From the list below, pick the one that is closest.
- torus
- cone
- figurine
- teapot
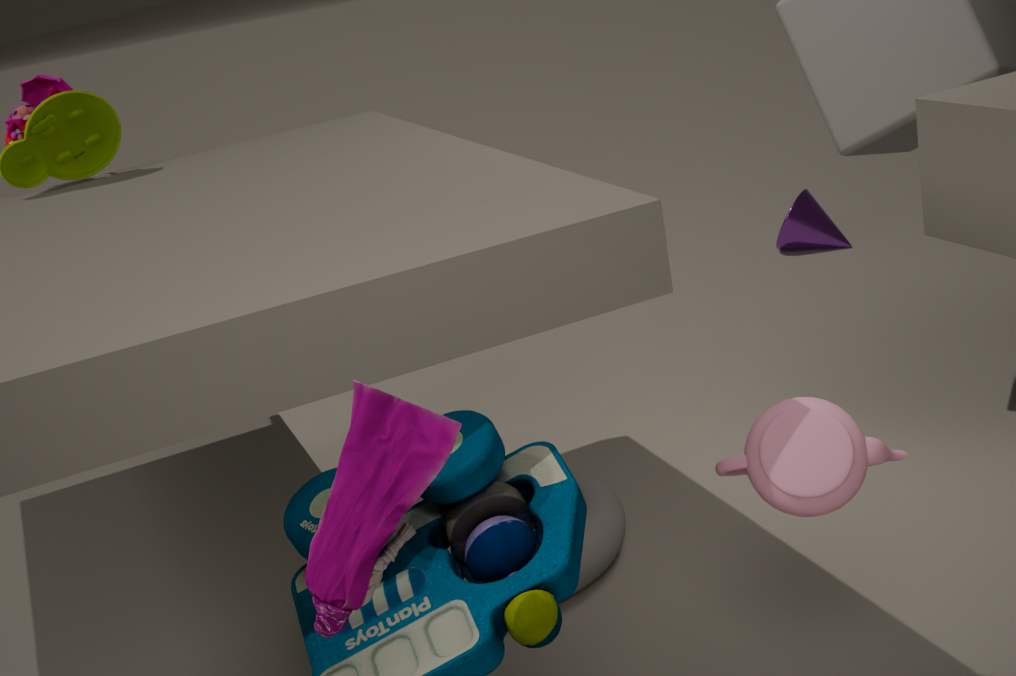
figurine
